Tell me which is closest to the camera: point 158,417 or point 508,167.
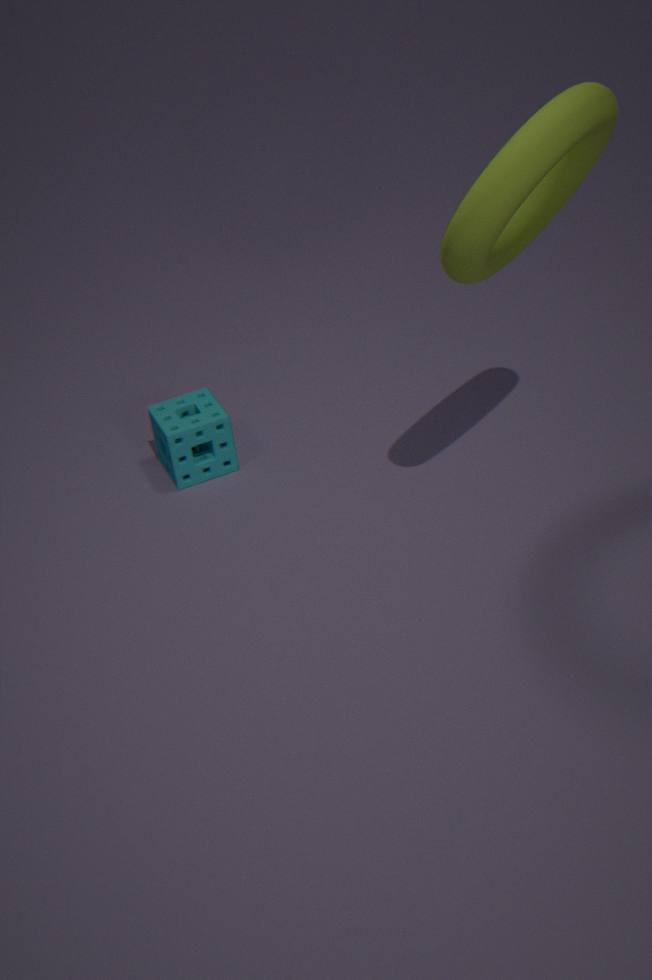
point 508,167
